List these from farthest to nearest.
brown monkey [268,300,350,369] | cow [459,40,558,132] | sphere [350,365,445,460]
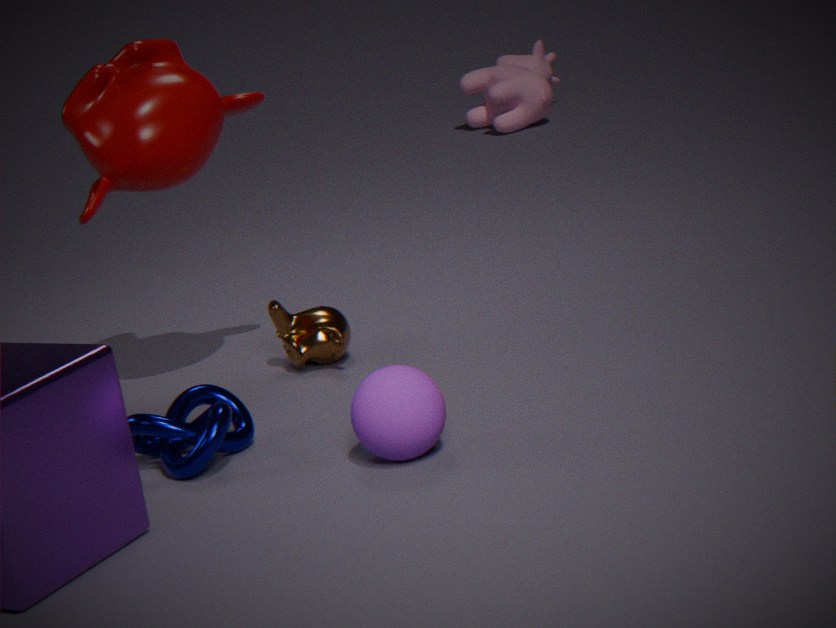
cow [459,40,558,132] → brown monkey [268,300,350,369] → sphere [350,365,445,460]
